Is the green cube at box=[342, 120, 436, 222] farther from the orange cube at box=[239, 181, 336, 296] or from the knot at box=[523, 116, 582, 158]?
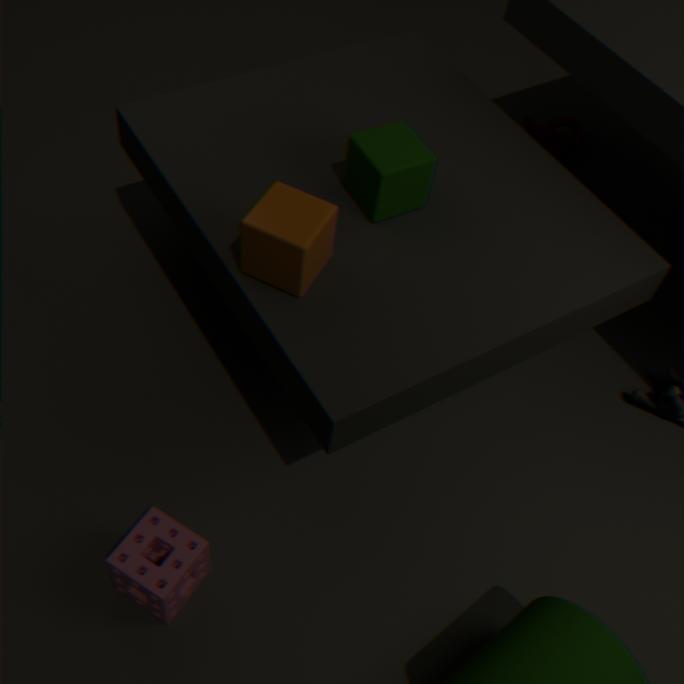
the knot at box=[523, 116, 582, 158]
